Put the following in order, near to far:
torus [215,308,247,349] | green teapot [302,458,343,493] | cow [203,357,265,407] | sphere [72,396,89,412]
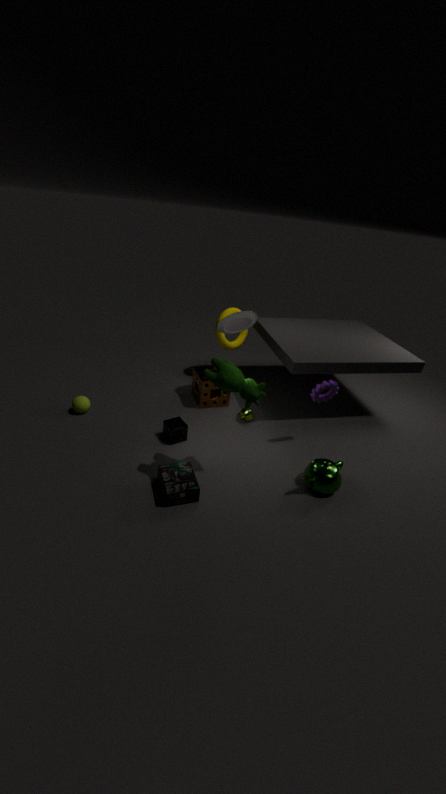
cow [203,357,265,407] → green teapot [302,458,343,493] → sphere [72,396,89,412] → torus [215,308,247,349]
